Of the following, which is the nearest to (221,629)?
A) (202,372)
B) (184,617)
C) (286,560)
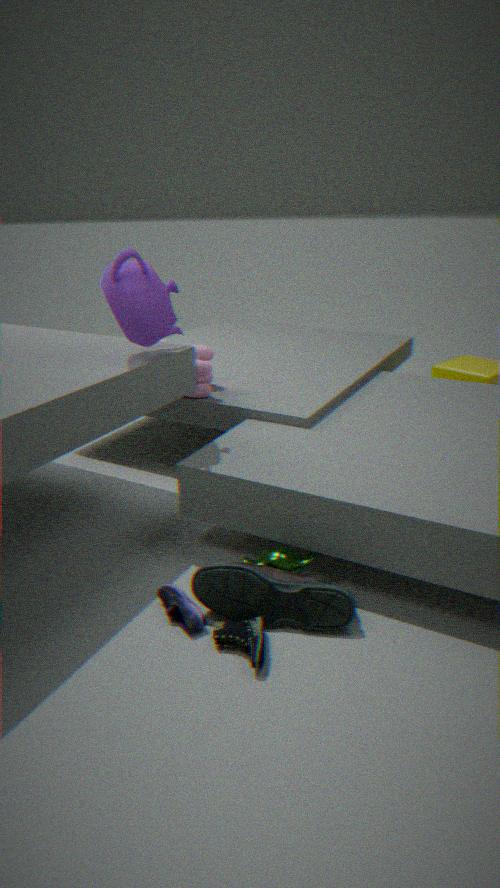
(184,617)
